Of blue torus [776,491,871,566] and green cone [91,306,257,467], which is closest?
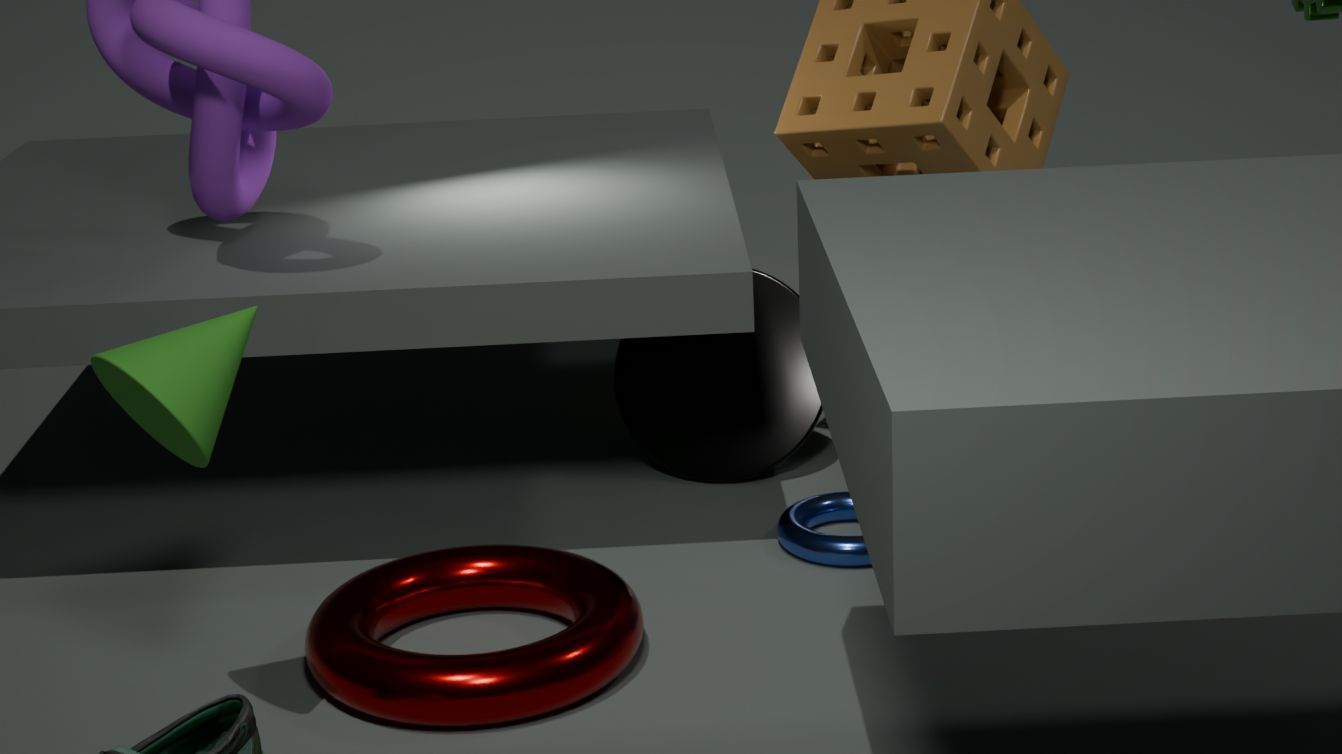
green cone [91,306,257,467]
